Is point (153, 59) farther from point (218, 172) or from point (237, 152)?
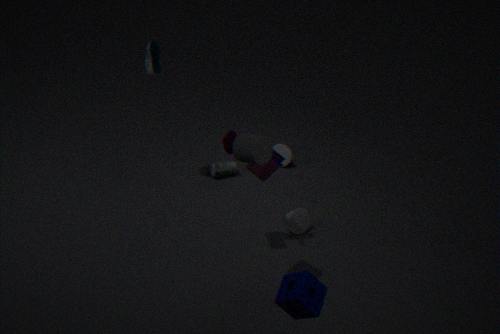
point (237, 152)
